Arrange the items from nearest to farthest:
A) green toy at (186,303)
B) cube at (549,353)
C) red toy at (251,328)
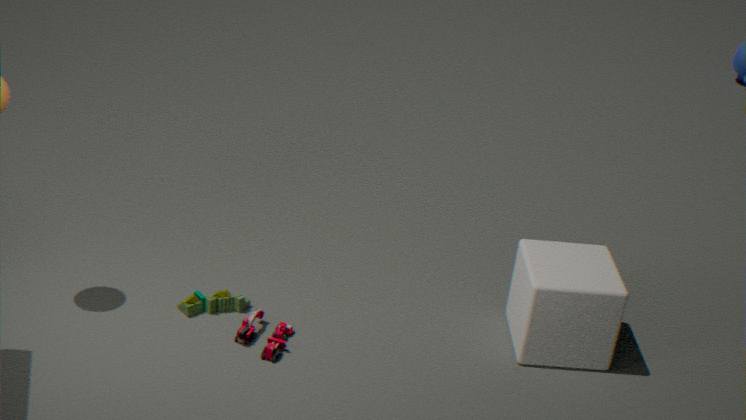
1. cube at (549,353)
2. red toy at (251,328)
3. green toy at (186,303)
